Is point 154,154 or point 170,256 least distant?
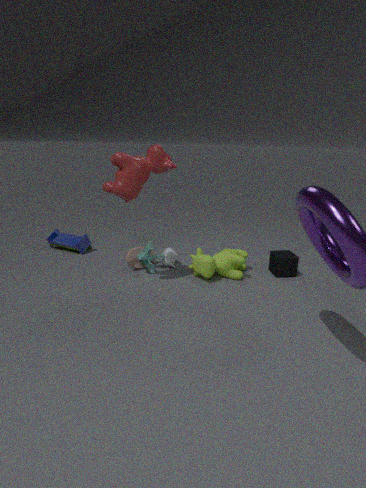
point 154,154
